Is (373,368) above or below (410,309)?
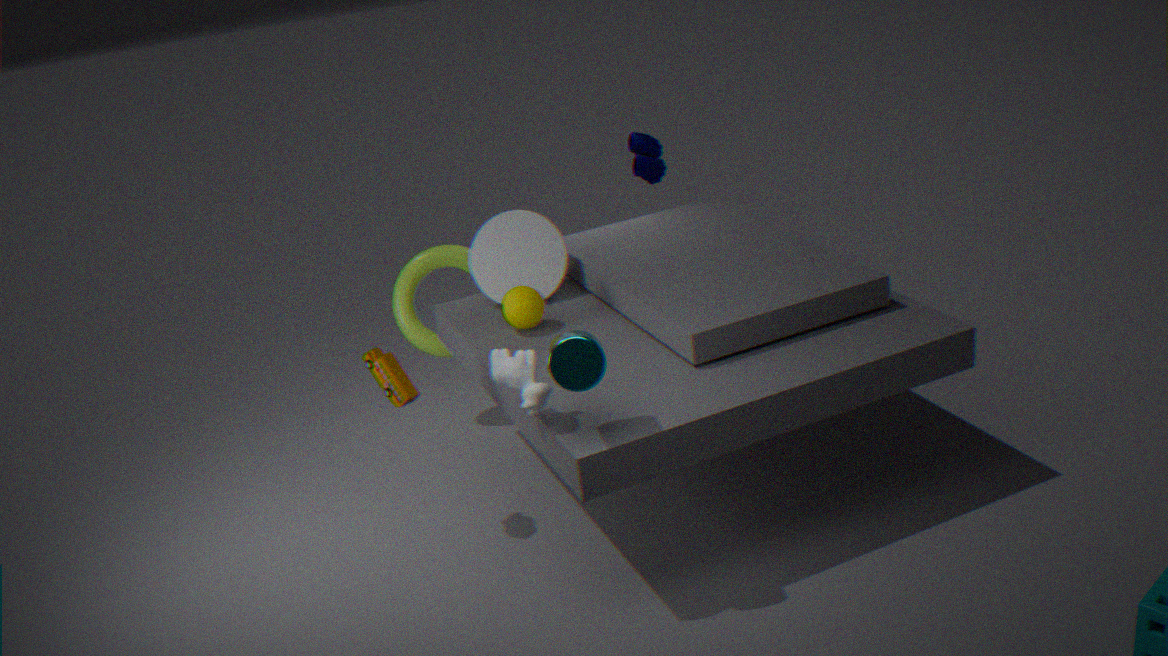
above
